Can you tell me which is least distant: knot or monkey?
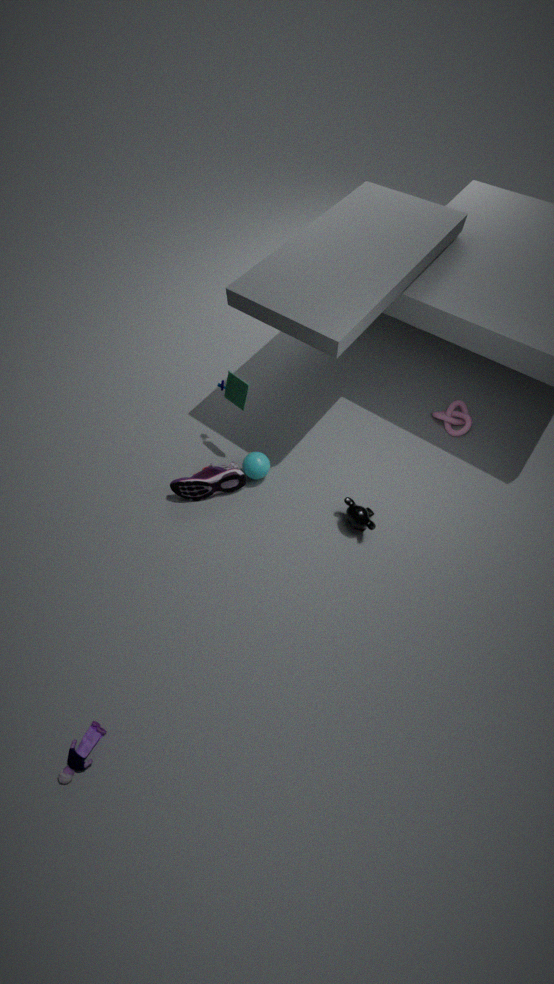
monkey
